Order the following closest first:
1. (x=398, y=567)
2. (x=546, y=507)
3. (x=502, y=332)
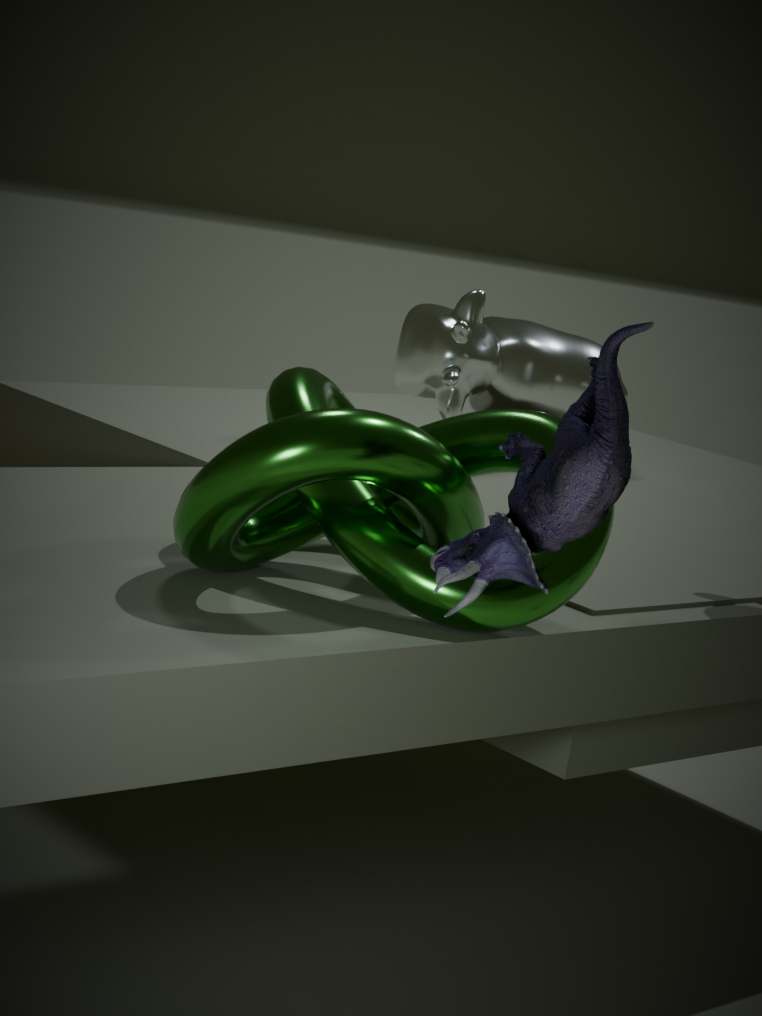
(x=546, y=507) < (x=398, y=567) < (x=502, y=332)
